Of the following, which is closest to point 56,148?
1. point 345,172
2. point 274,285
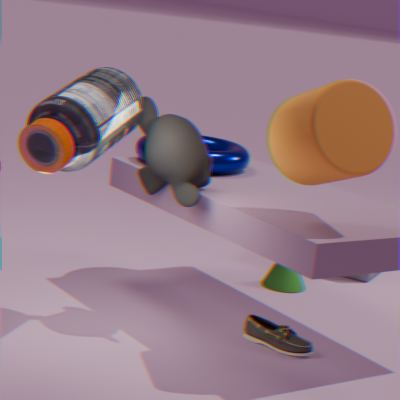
point 345,172
